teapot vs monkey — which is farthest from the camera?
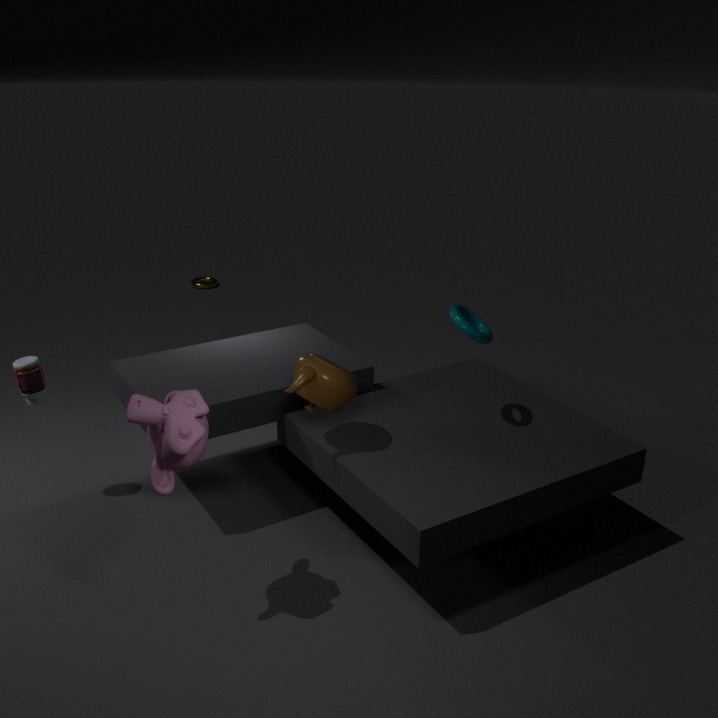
teapot
